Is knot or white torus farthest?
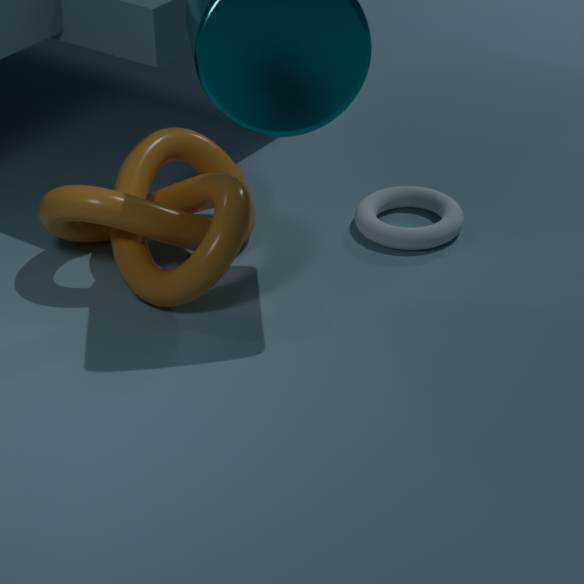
white torus
